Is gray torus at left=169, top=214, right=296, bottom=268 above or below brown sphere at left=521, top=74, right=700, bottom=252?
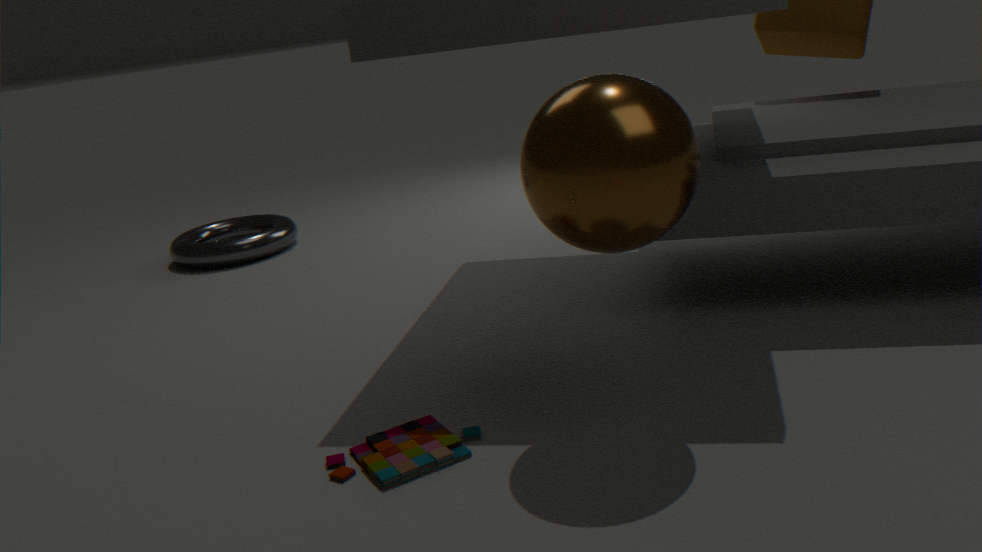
below
